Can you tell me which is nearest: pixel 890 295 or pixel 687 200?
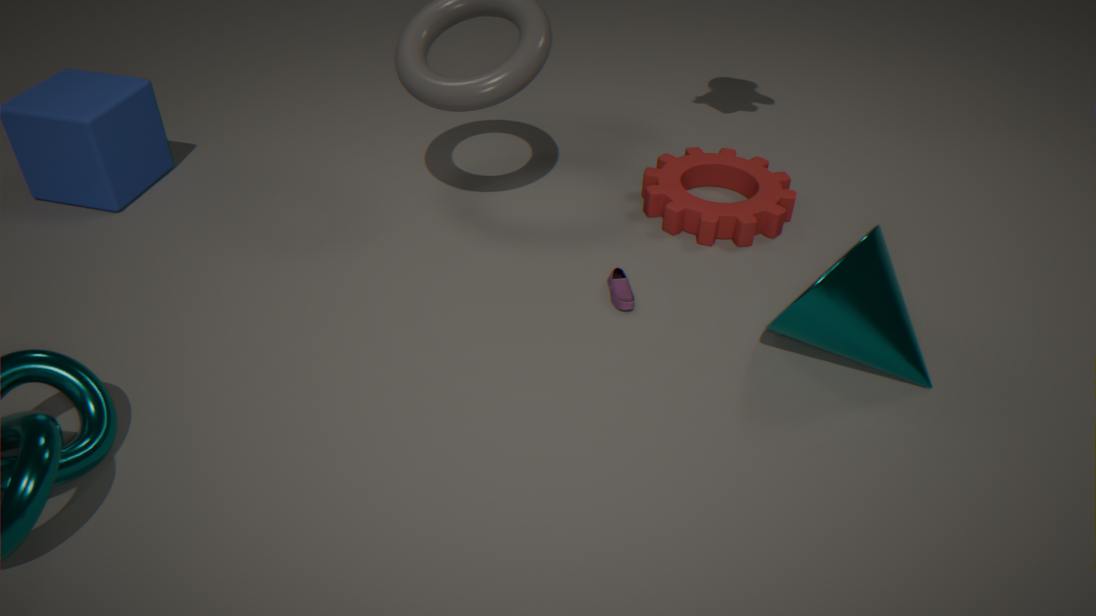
pixel 890 295
